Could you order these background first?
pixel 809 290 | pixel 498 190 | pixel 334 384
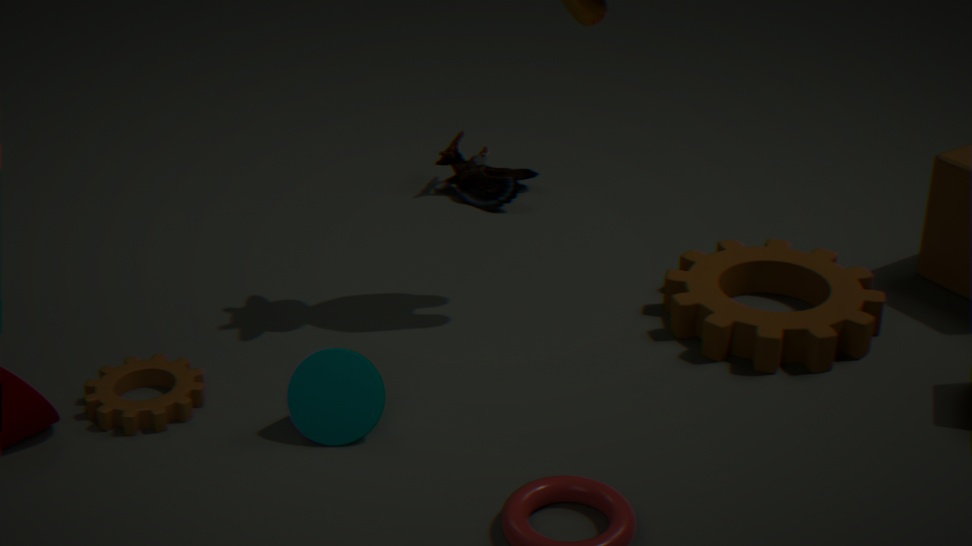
pixel 498 190 < pixel 809 290 < pixel 334 384
